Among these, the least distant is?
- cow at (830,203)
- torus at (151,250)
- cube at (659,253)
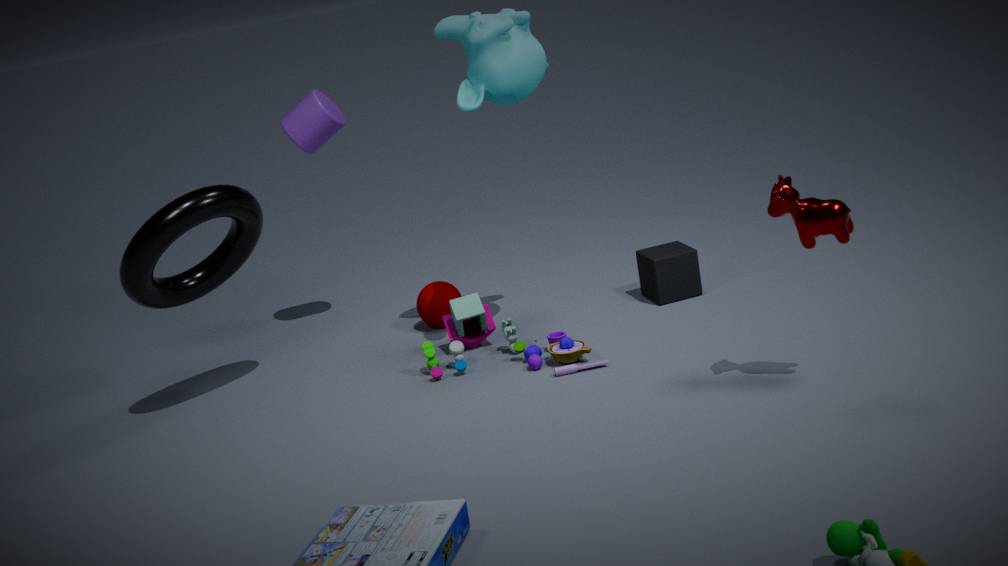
cow at (830,203)
